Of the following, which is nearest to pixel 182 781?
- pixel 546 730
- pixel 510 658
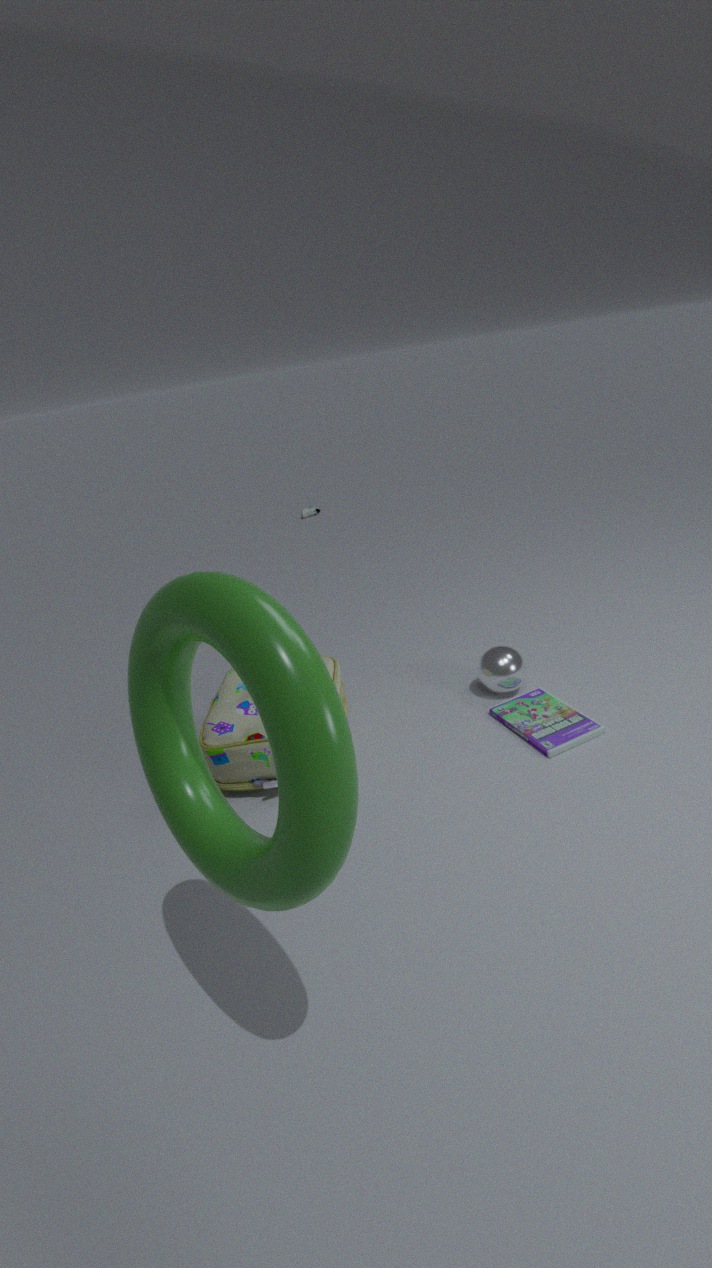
pixel 546 730
